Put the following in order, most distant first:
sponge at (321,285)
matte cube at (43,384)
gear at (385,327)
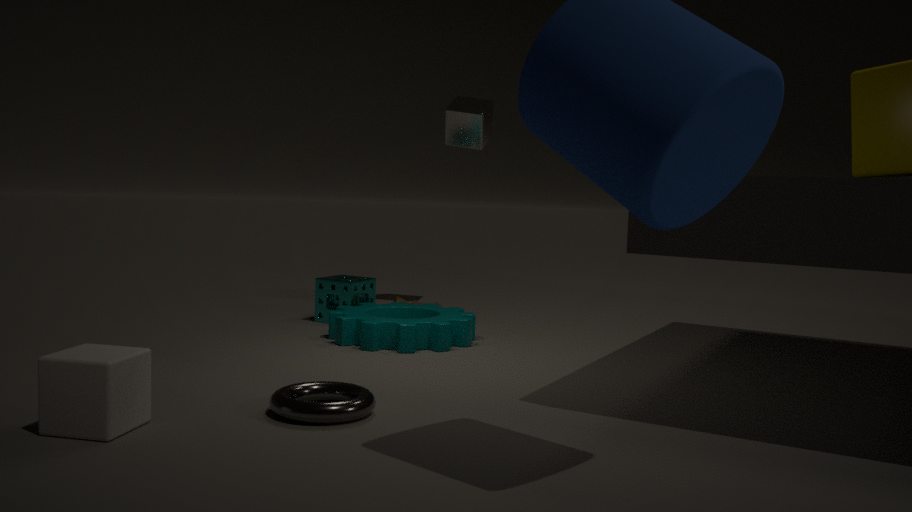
sponge at (321,285) < gear at (385,327) < matte cube at (43,384)
